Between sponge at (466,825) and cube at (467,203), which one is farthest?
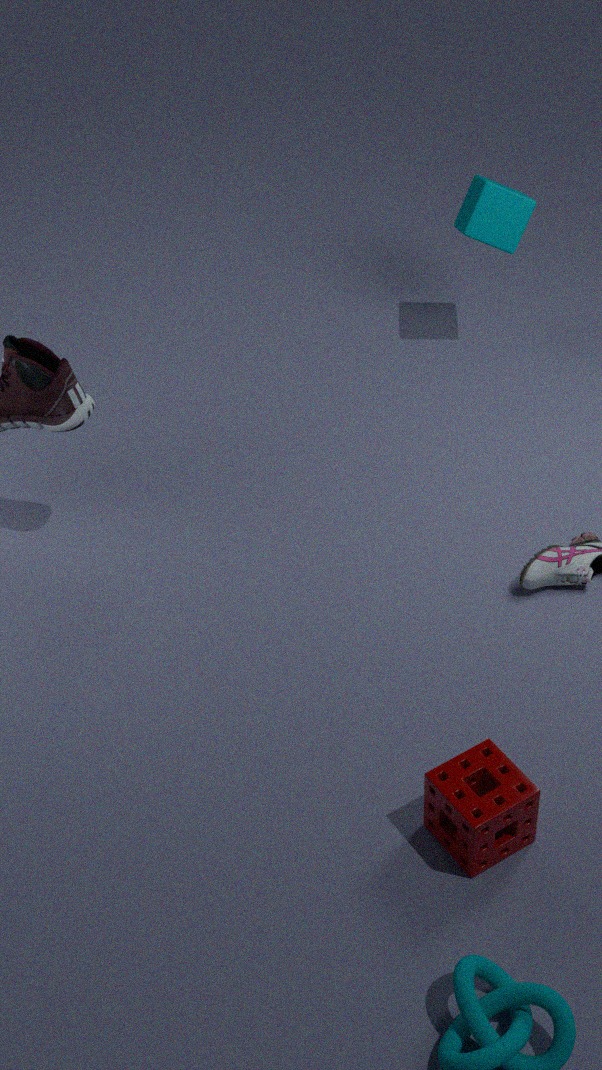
cube at (467,203)
